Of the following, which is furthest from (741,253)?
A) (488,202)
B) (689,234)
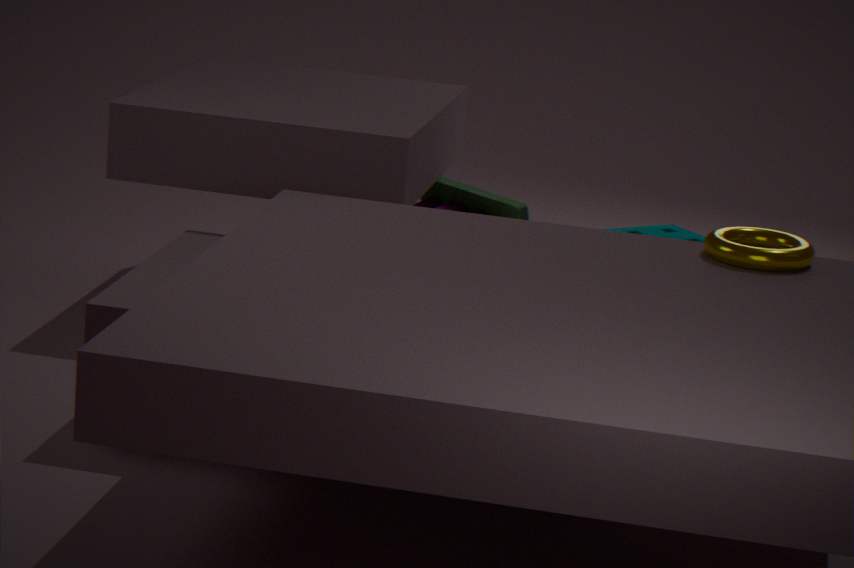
(488,202)
